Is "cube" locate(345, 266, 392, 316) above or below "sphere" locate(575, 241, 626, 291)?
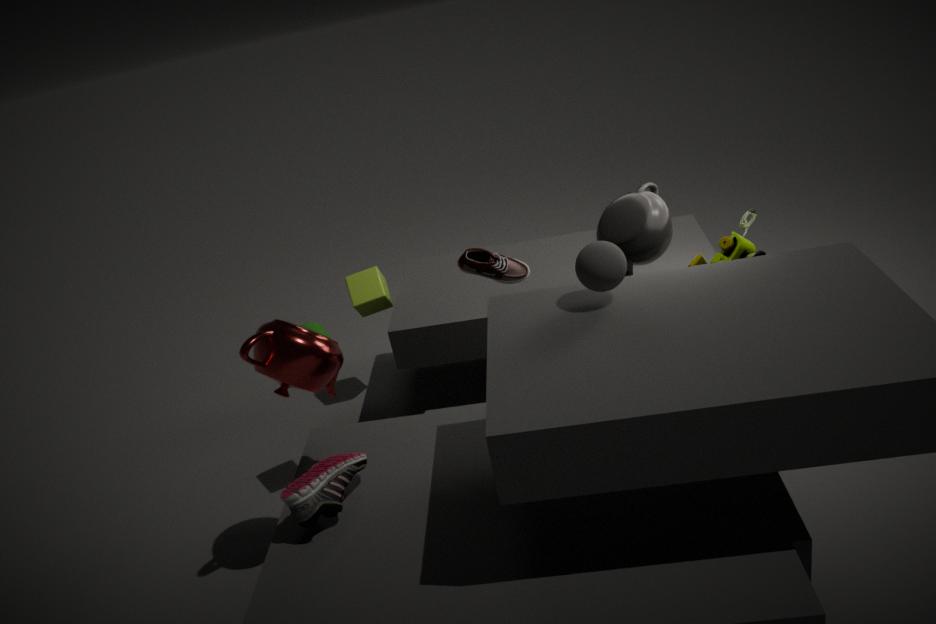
below
